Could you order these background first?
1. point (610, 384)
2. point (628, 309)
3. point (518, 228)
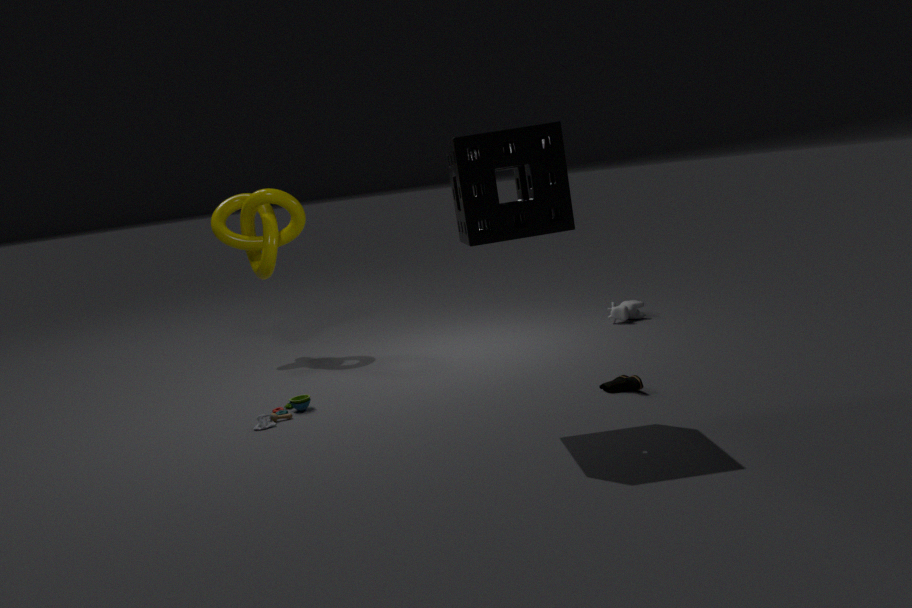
point (628, 309), point (610, 384), point (518, 228)
